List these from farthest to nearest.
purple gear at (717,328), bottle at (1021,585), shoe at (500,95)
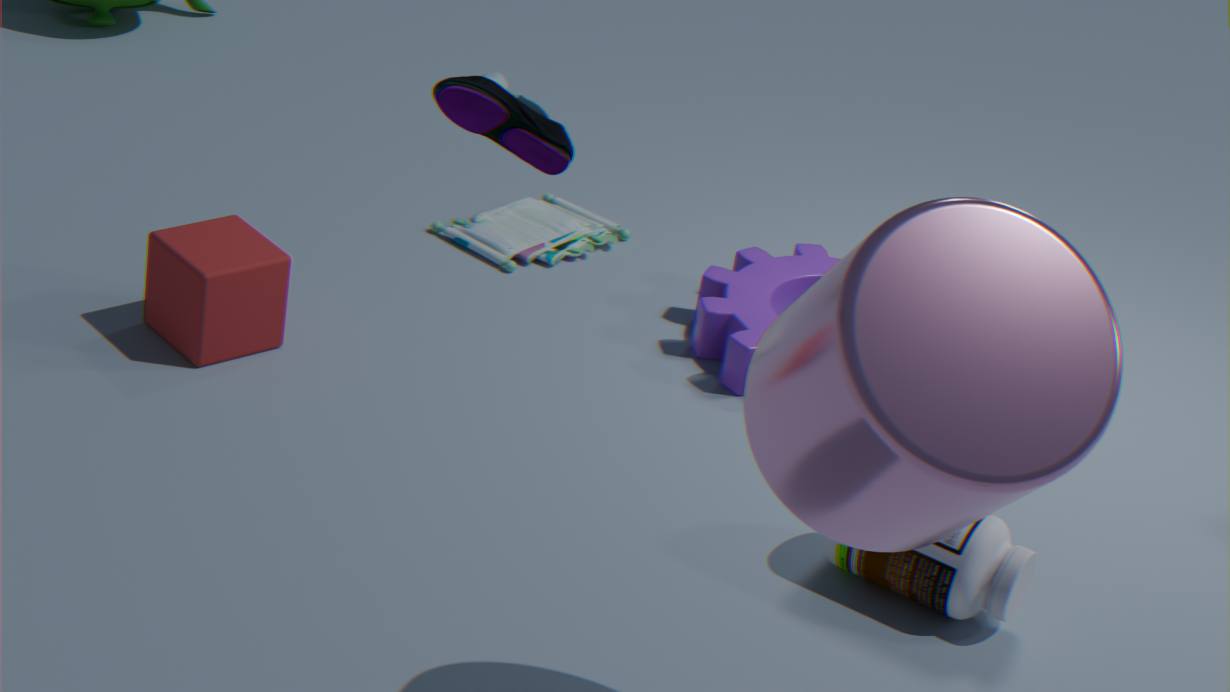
purple gear at (717,328), bottle at (1021,585), shoe at (500,95)
